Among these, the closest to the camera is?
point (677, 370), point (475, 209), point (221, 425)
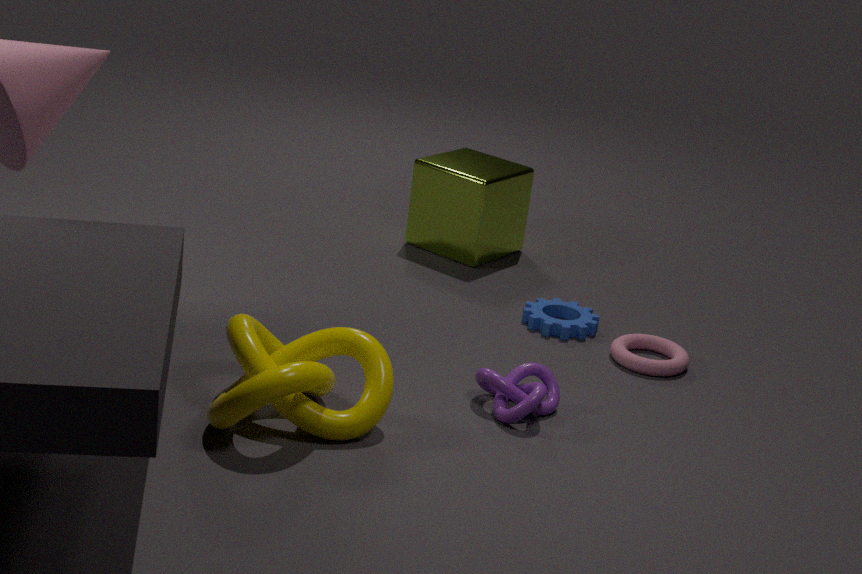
point (221, 425)
